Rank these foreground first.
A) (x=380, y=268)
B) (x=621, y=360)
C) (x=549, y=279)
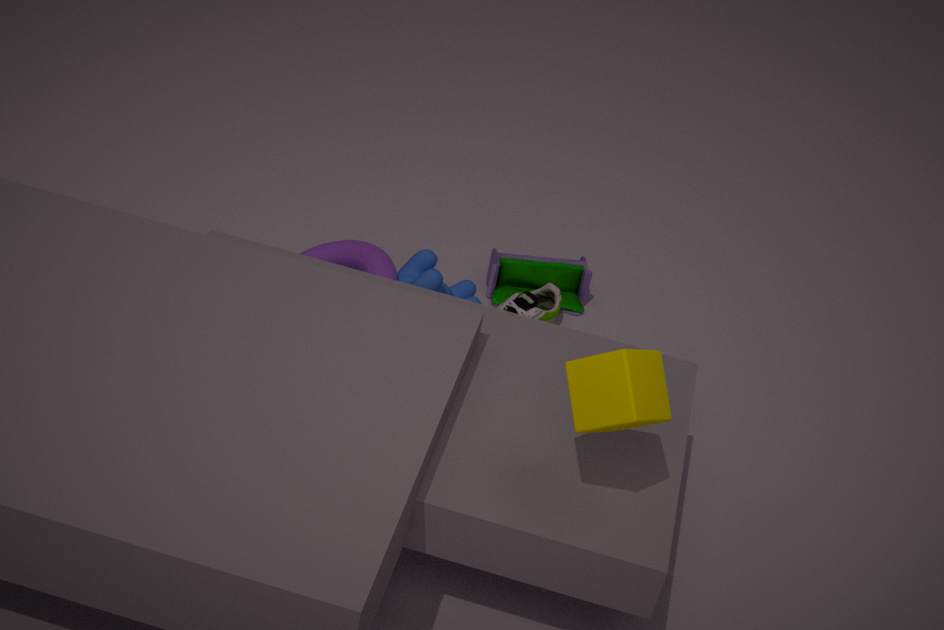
(x=621, y=360) → (x=380, y=268) → (x=549, y=279)
